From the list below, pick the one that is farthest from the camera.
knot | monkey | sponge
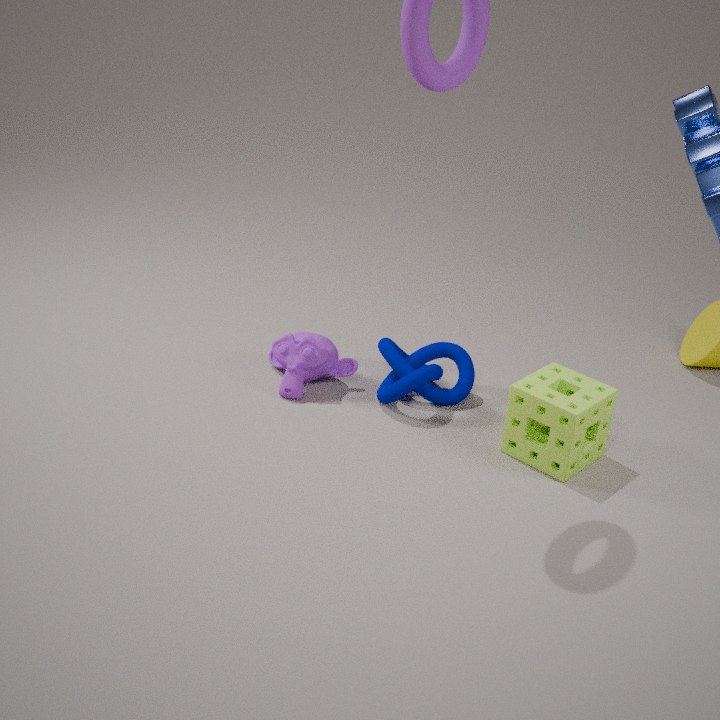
monkey
